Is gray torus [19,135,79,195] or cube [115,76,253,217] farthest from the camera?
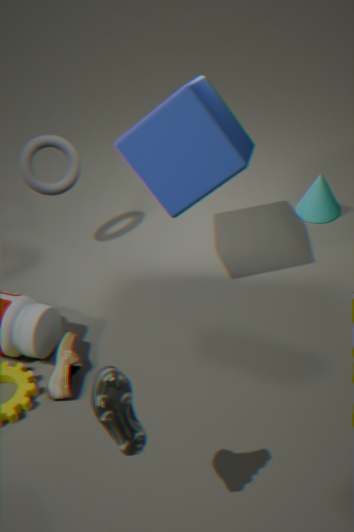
gray torus [19,135,79,195]
